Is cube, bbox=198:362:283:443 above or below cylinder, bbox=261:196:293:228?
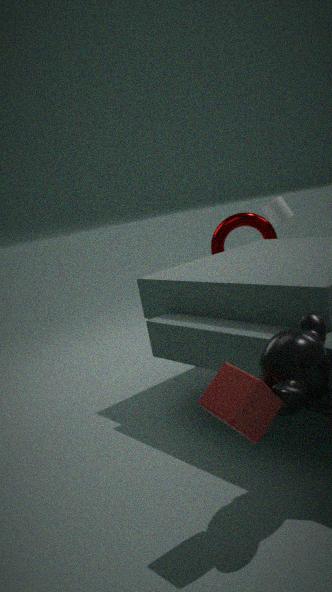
below
